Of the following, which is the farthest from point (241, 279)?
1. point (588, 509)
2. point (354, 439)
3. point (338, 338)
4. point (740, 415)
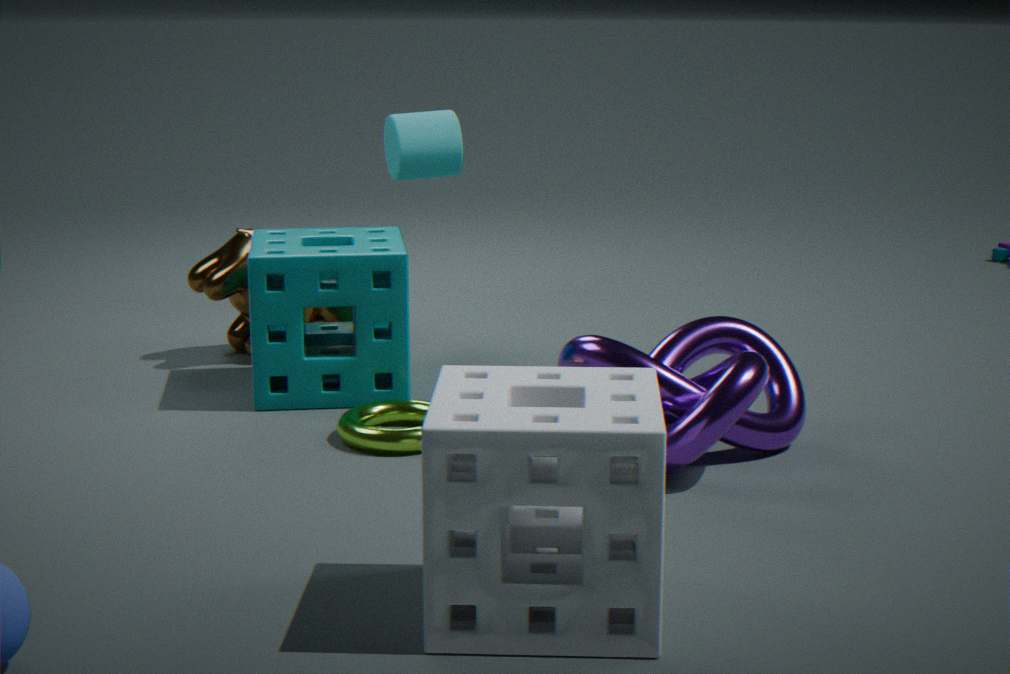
point (588, 509)
